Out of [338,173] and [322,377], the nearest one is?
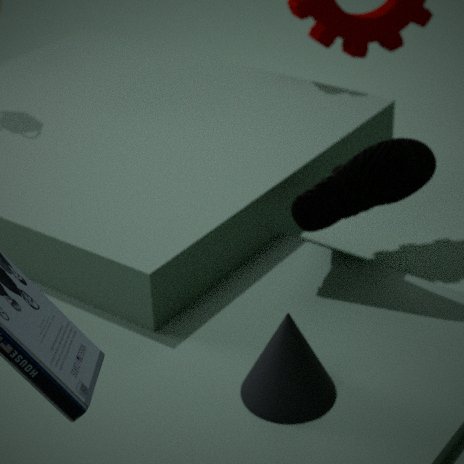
[322,377]
